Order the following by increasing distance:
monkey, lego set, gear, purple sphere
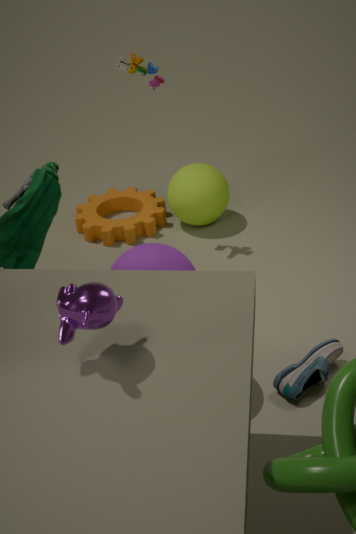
monkey, purple sphere, lego set, gear
